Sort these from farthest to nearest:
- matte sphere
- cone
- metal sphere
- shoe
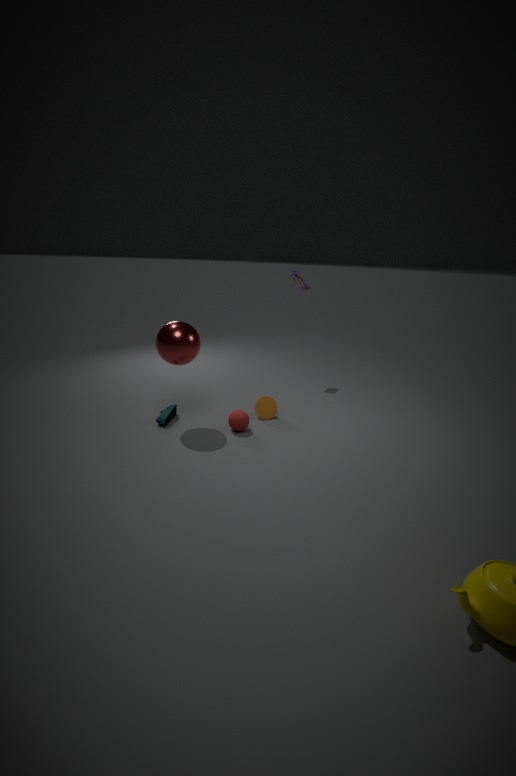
cone < shoe < matte sphere < metal sphere
